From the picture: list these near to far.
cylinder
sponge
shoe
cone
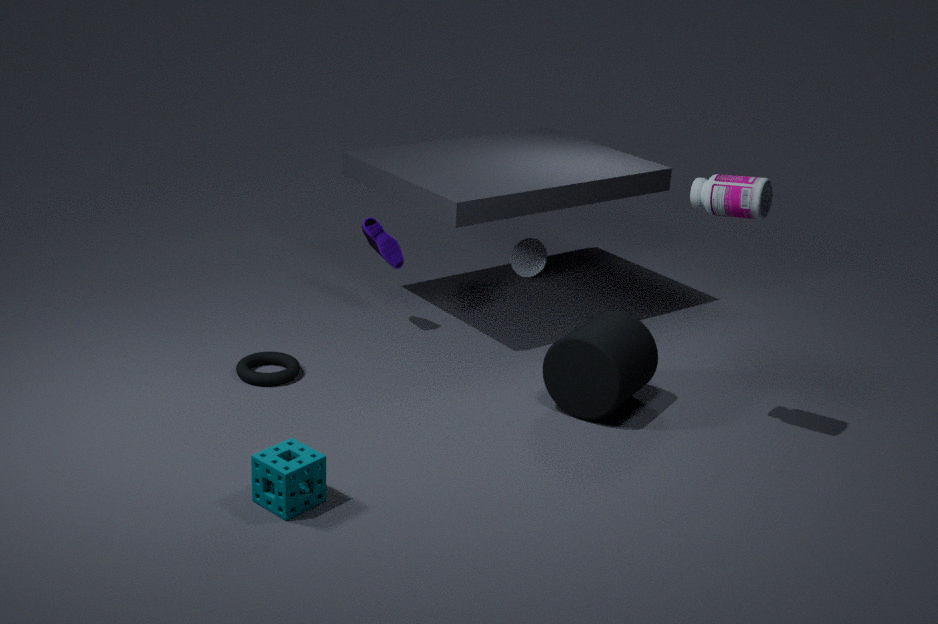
sponge < cylinder < shoe < cone
